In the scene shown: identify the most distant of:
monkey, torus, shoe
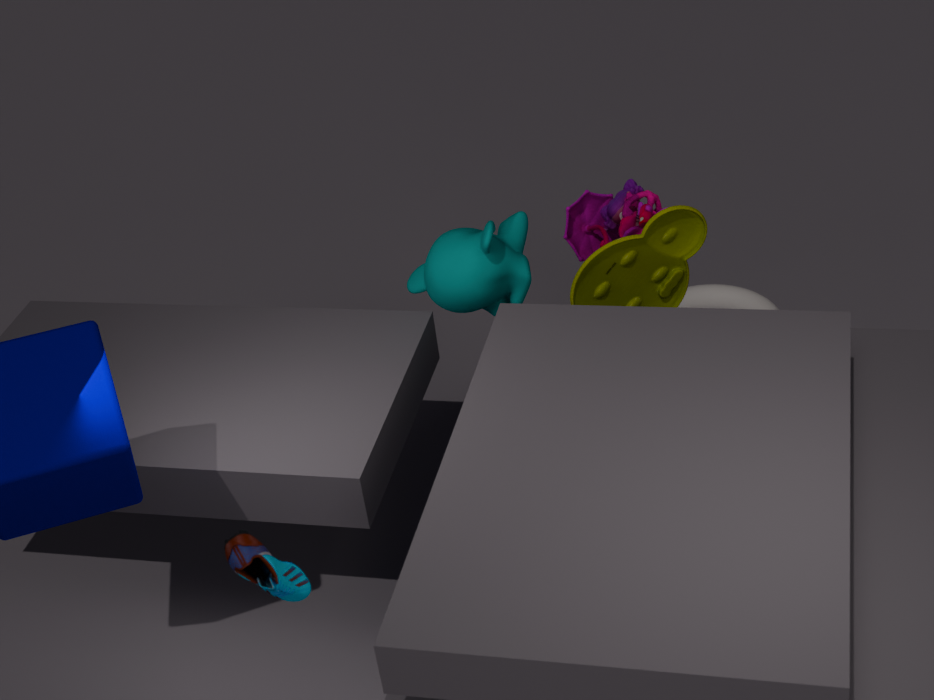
torus
